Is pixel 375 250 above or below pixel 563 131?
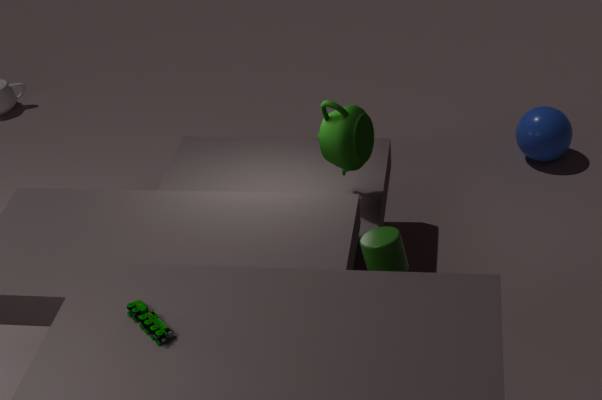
above
